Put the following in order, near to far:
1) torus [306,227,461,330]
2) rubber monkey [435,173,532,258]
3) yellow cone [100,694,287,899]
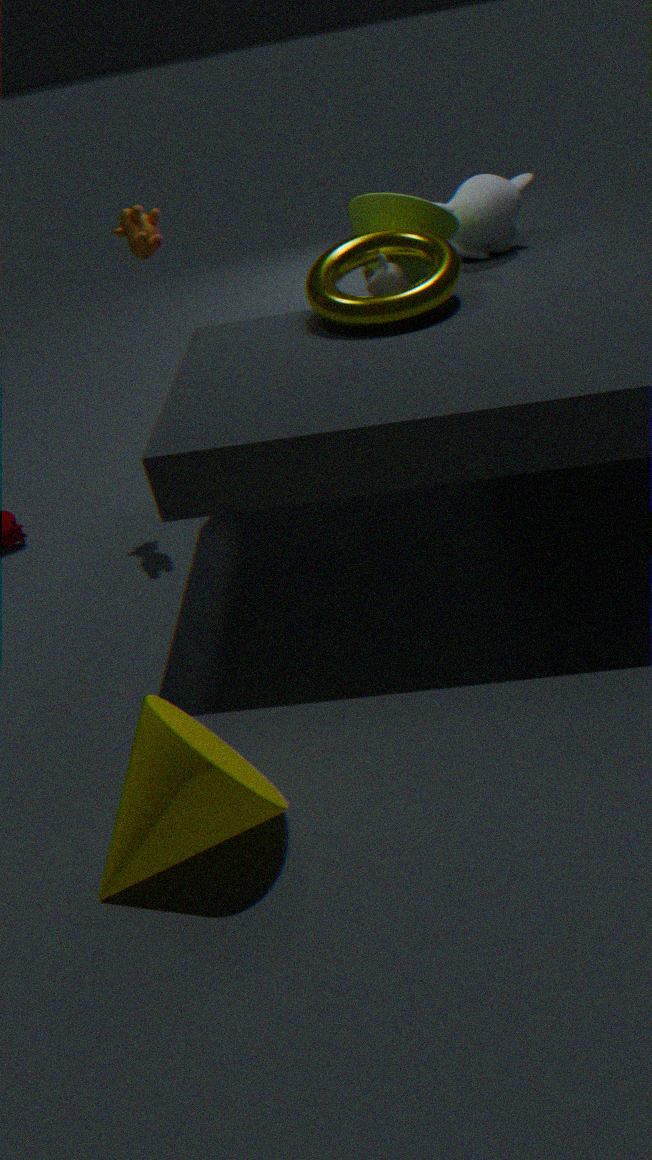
1. 3. yellow cone [100,694,287,899]
2. 1. torus [306,227,461,330]
3. 2. rubber monkey [435,173,532,258]
